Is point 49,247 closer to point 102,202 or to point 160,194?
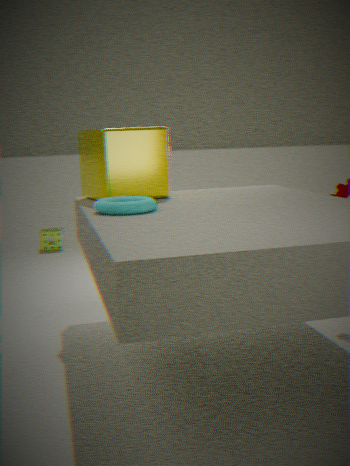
point 160,194
